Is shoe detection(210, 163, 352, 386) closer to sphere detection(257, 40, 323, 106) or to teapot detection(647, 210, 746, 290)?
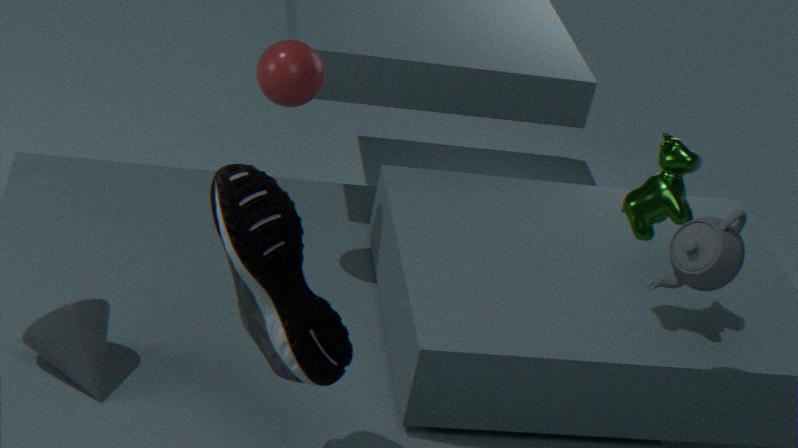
sphere detection(257, 40, 323, 106)
